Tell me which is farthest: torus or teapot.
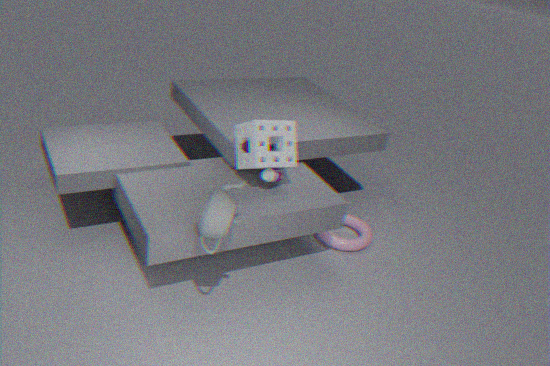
torus
